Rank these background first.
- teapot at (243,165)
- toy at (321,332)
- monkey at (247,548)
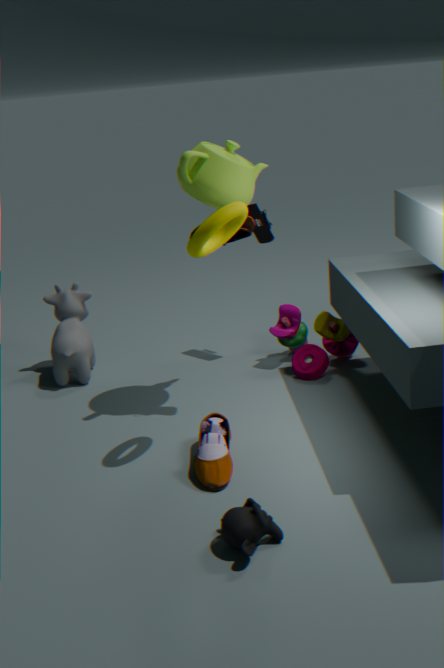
toy at (321,332), teapot at (243,165), monkey at (247,548)
